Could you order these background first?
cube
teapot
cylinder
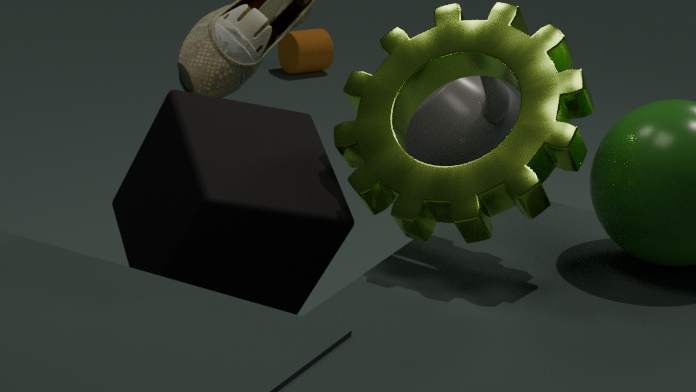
cylinder, teapot, cube
